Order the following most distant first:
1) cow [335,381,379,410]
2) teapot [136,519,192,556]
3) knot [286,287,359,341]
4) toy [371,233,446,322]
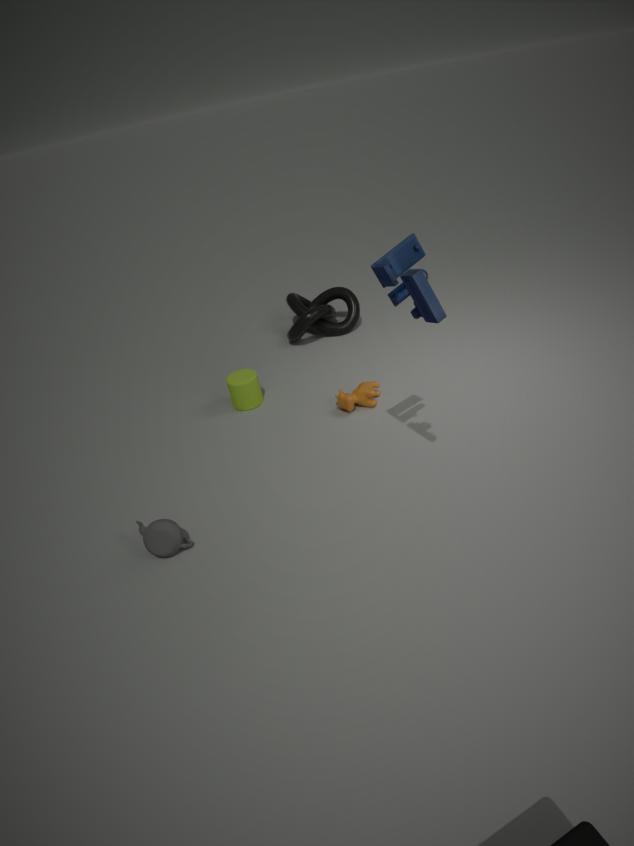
1. 3. knot [286,287,359,341]
2. 1. cow [335,381,379,410]
3. 2. teapot [136,519,192,556]
4. 4. toy [371,233,446,322]
